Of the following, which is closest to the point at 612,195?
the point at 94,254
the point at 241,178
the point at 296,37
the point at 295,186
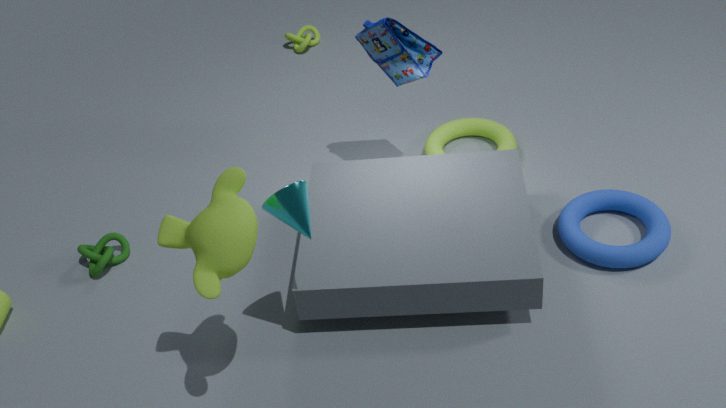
the point at 295,186
